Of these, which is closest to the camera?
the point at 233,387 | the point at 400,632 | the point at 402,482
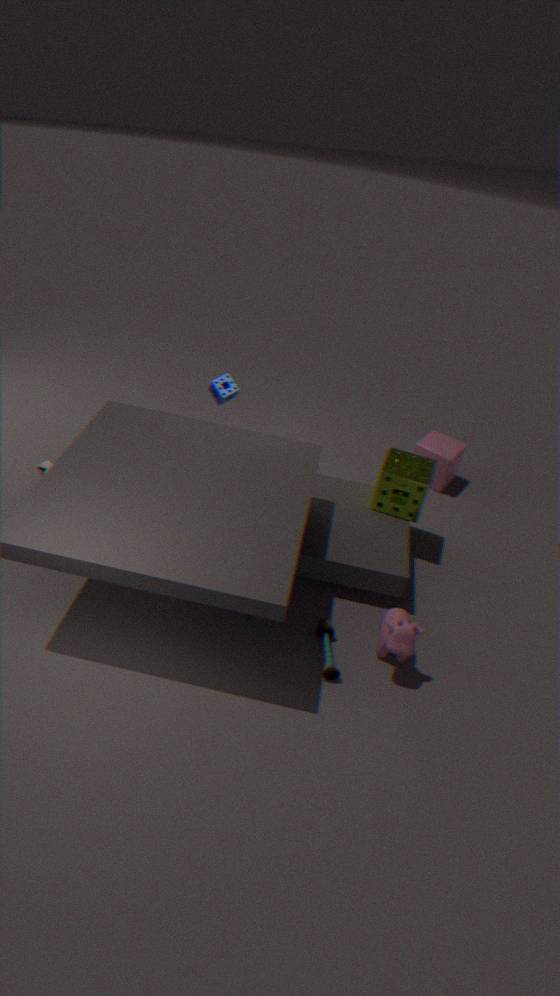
A: the point at 400,632
